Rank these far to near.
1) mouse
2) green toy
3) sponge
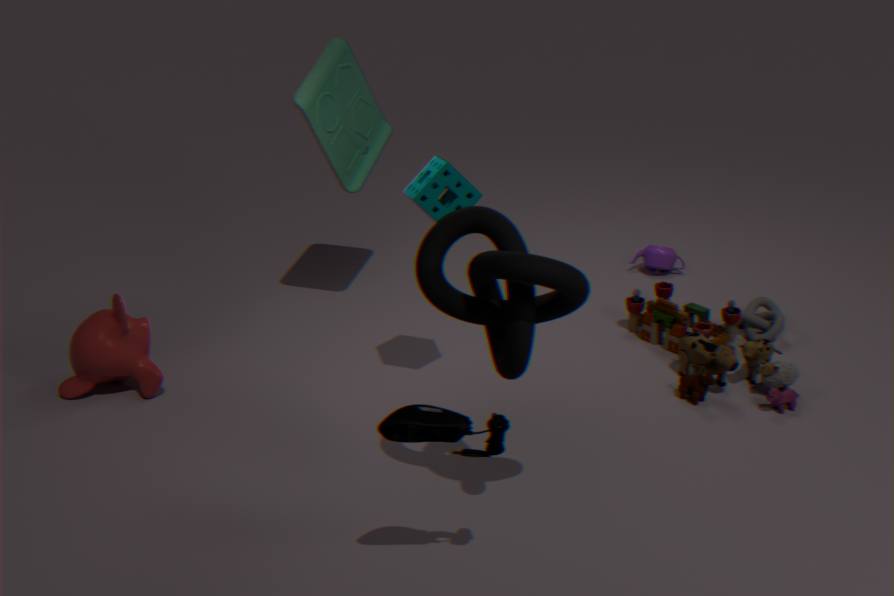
2. green toy
3. sponge
1. mouse
